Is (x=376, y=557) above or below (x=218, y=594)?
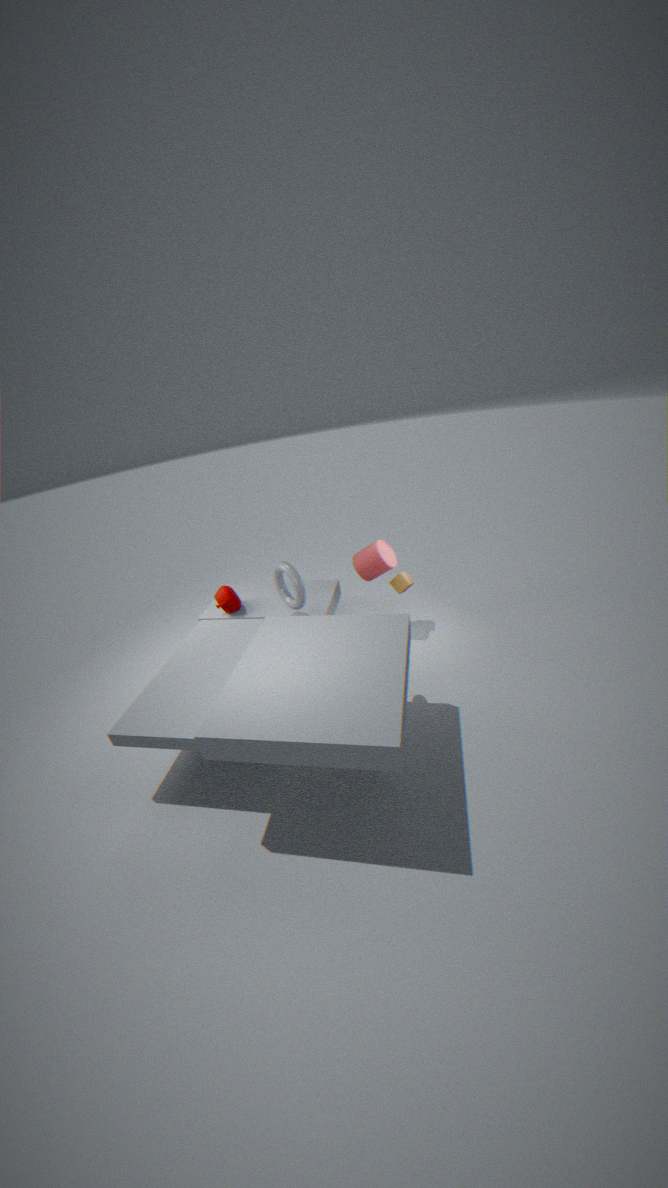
above
